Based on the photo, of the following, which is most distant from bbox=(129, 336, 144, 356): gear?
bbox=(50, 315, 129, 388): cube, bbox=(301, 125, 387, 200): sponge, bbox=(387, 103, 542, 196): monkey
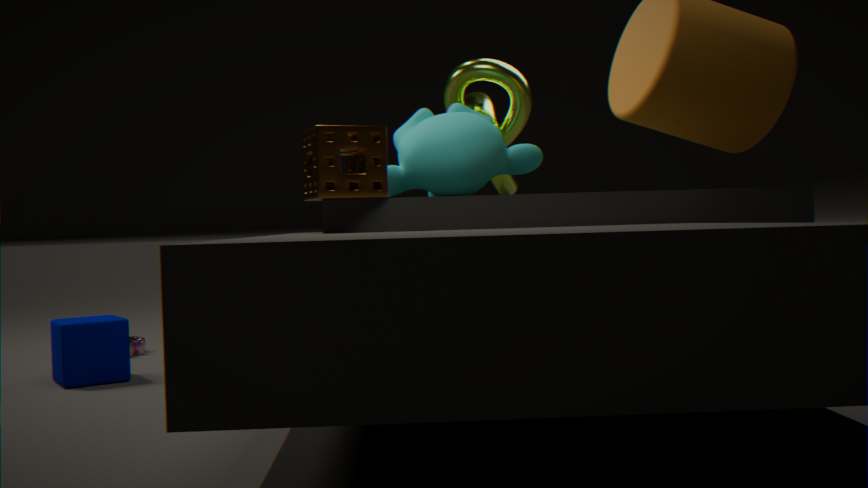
bbox=(387, 103, 542, 196): monkey
